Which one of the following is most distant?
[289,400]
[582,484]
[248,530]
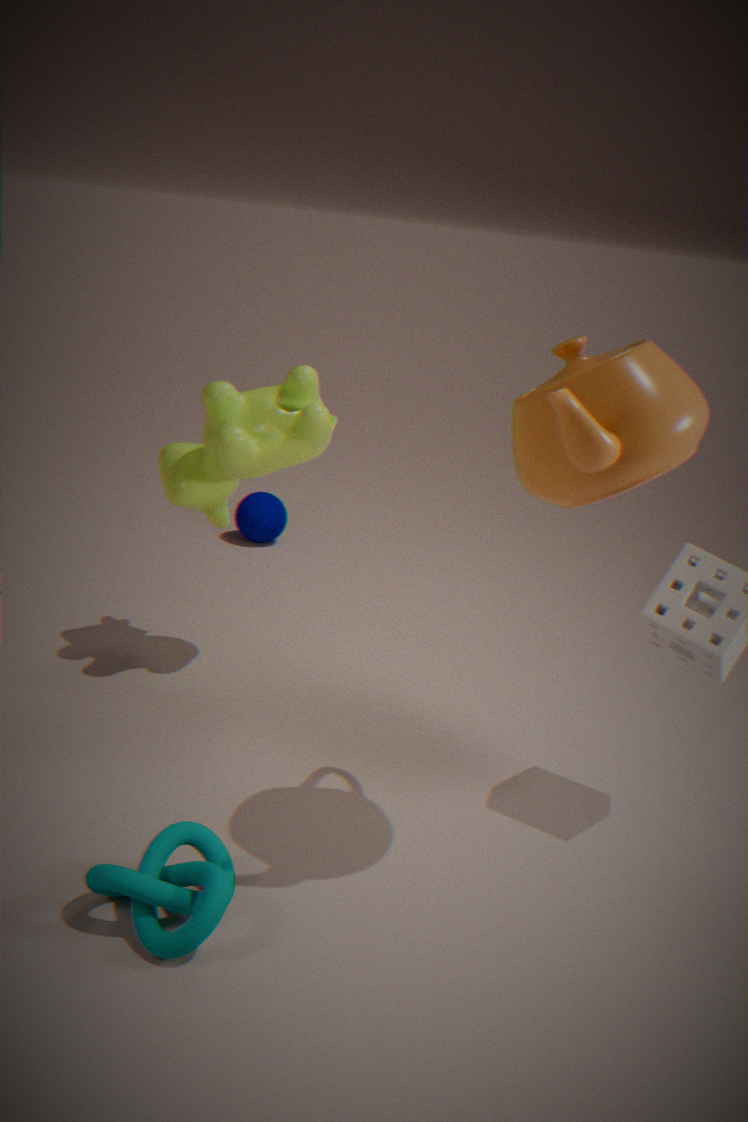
[248,530]
